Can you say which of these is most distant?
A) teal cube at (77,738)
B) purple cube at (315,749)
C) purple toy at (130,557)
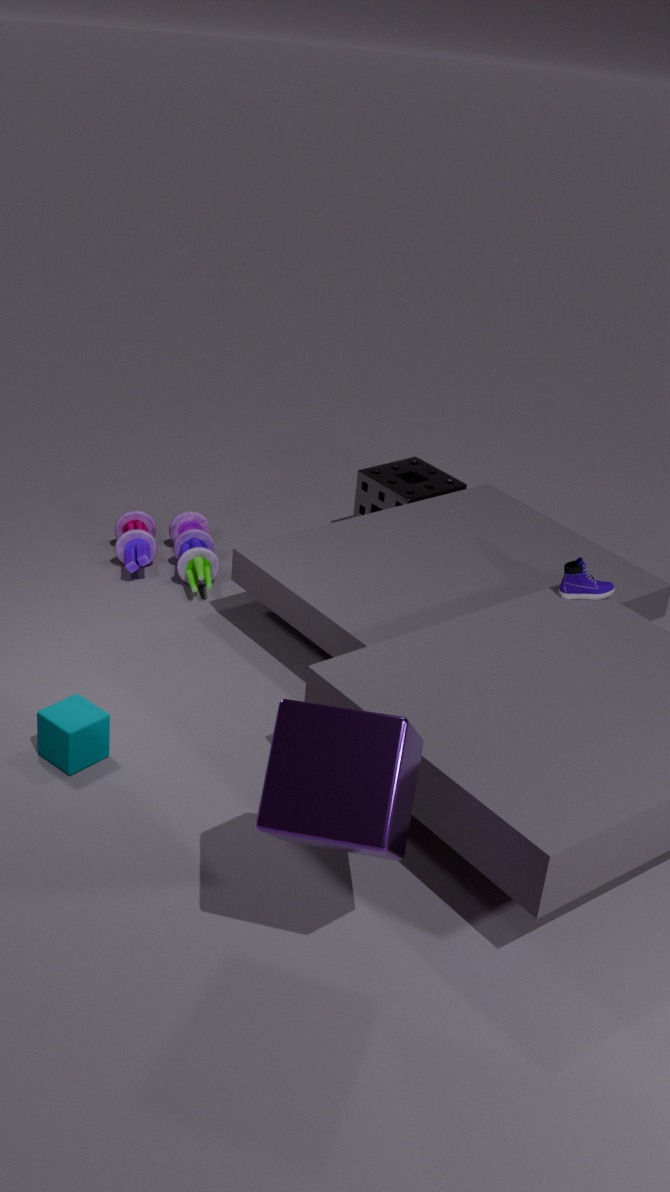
purple toy at (130,557)
